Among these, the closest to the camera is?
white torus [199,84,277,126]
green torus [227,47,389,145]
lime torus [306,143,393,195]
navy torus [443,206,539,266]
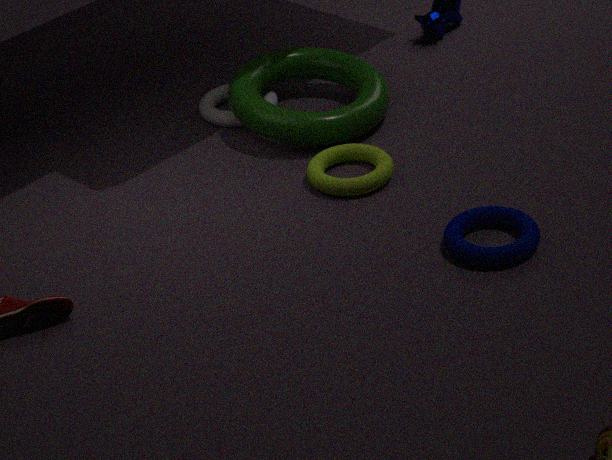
navy torus [443,206,539,266]
